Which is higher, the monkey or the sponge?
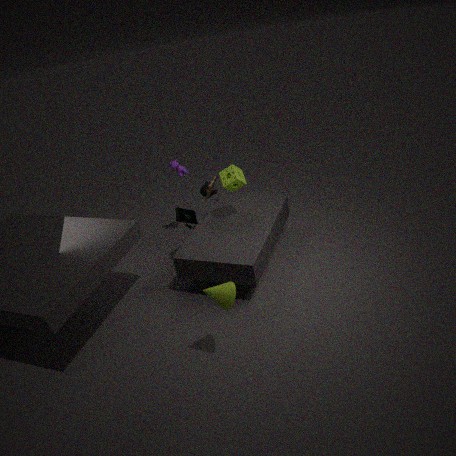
the sponge
